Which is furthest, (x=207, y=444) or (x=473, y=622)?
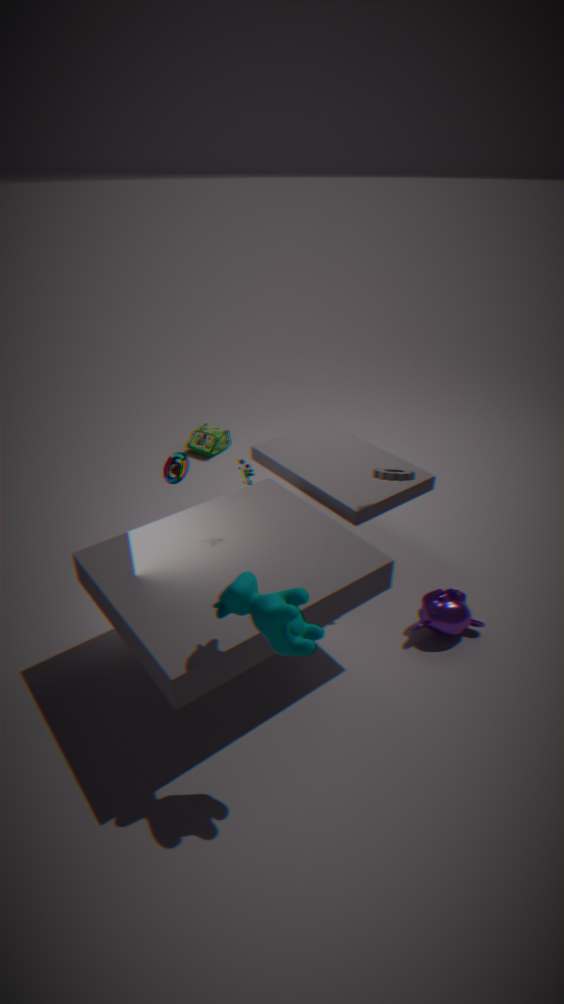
(x=207, y=444)
